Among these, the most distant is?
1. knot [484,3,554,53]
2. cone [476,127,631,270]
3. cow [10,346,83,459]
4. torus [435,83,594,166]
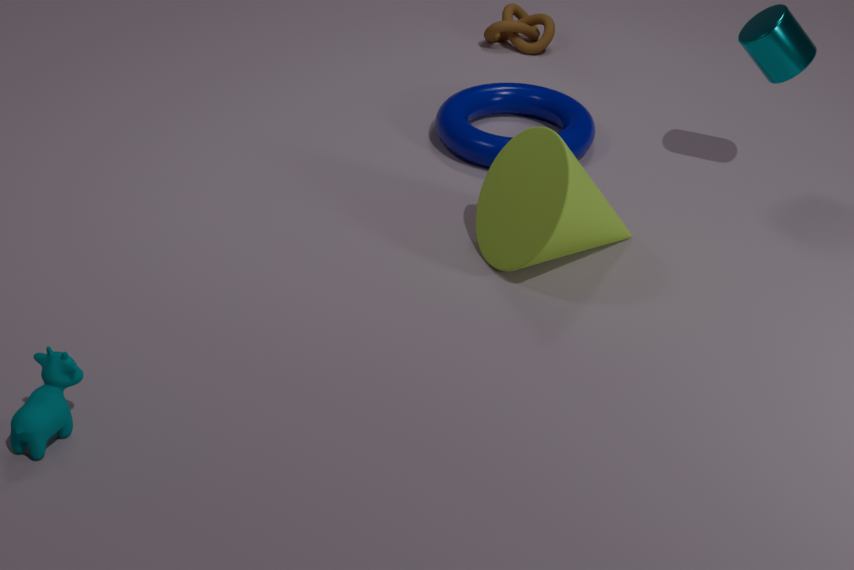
knot [484,3,554,53]
